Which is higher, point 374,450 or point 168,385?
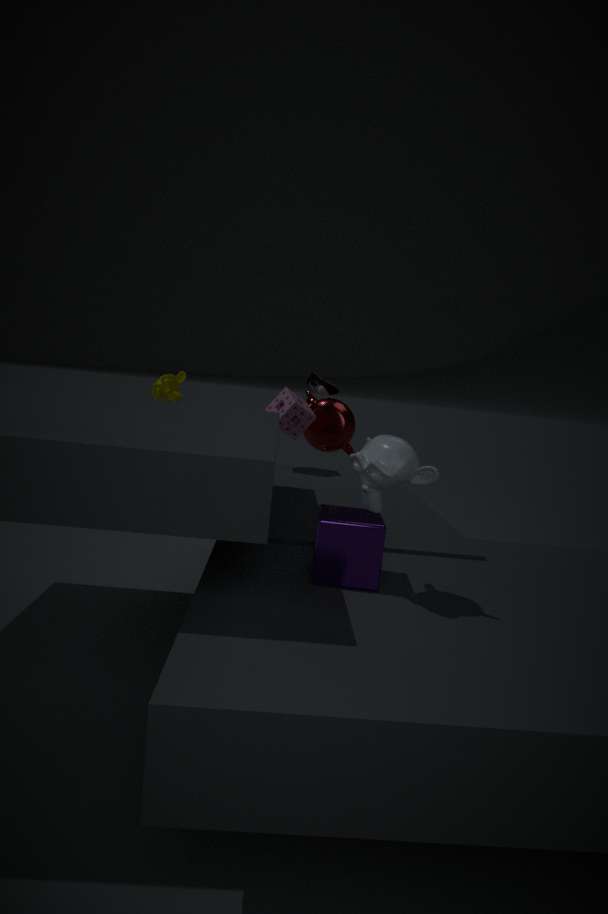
point 168,385
